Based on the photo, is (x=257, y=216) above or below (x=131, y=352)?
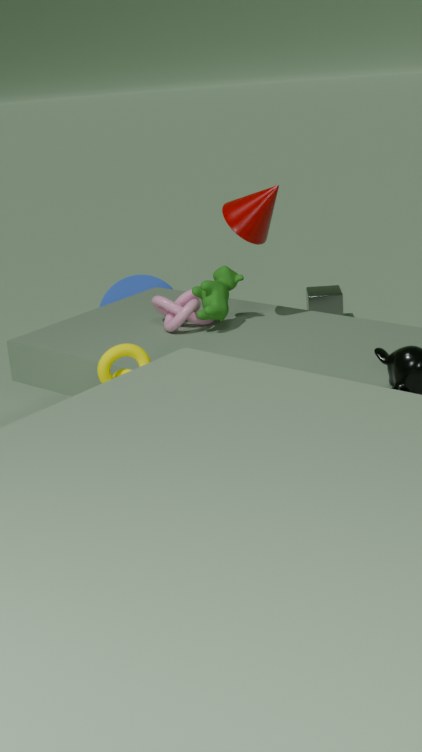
above
